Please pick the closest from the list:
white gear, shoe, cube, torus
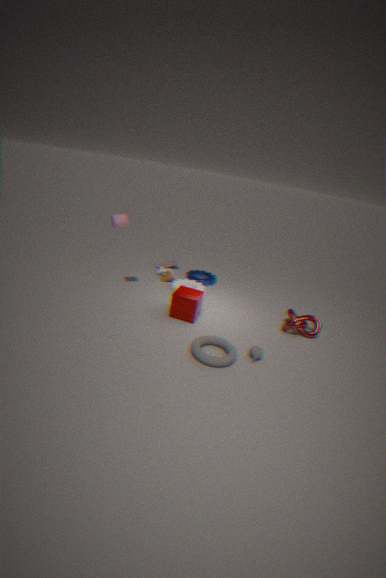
torus
